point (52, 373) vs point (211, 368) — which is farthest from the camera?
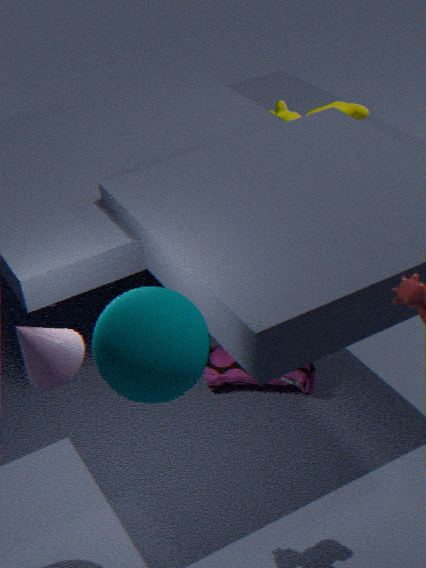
point (211, 368)
